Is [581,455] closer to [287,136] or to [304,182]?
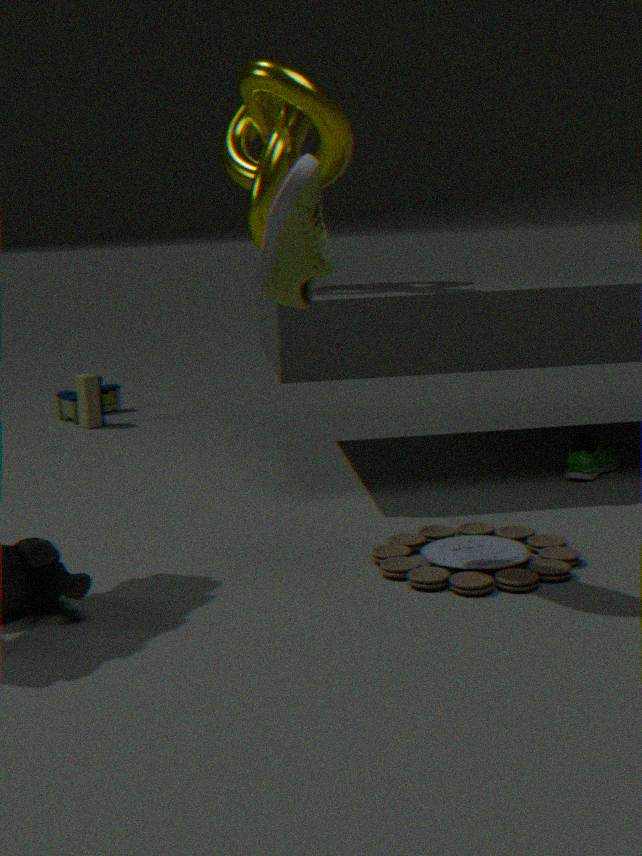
[287,136]
